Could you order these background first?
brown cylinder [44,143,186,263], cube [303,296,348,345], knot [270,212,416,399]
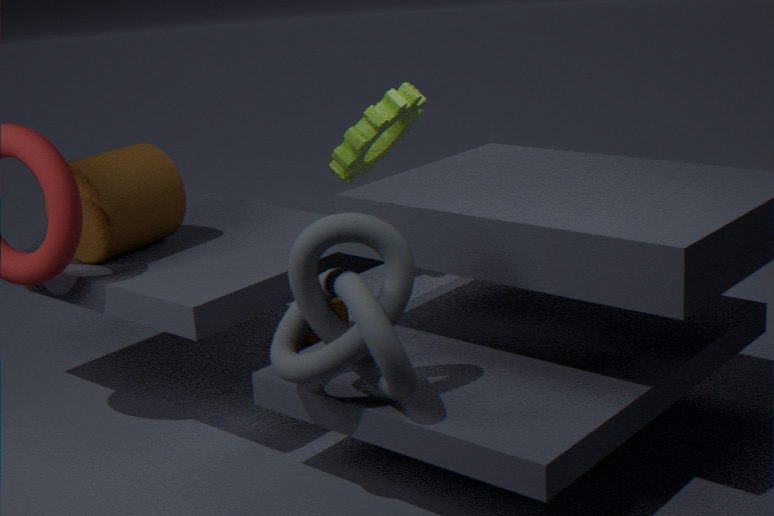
1. cube [303,296,348,345]
2. brown cylinder [44,143,186,263]
3. knot [270,212,416,399]
